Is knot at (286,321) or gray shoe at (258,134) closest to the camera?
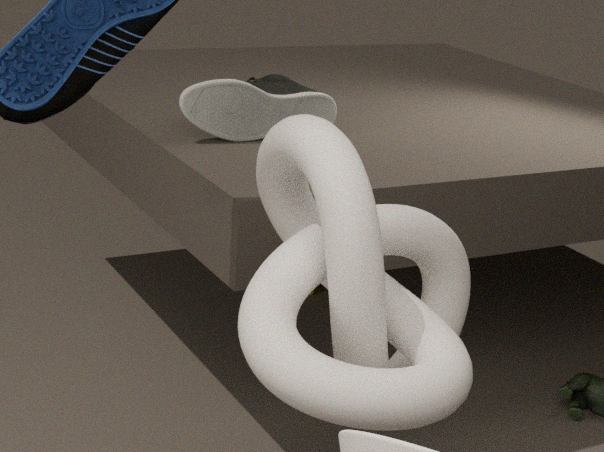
knot at (286,321)
